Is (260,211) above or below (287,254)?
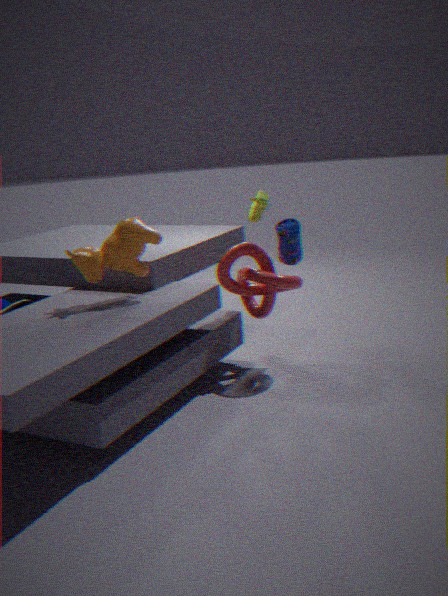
above
